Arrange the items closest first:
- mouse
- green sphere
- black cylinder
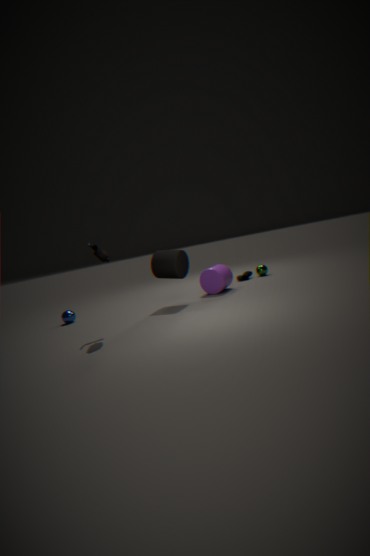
mouse, black cylinder, green sphere
